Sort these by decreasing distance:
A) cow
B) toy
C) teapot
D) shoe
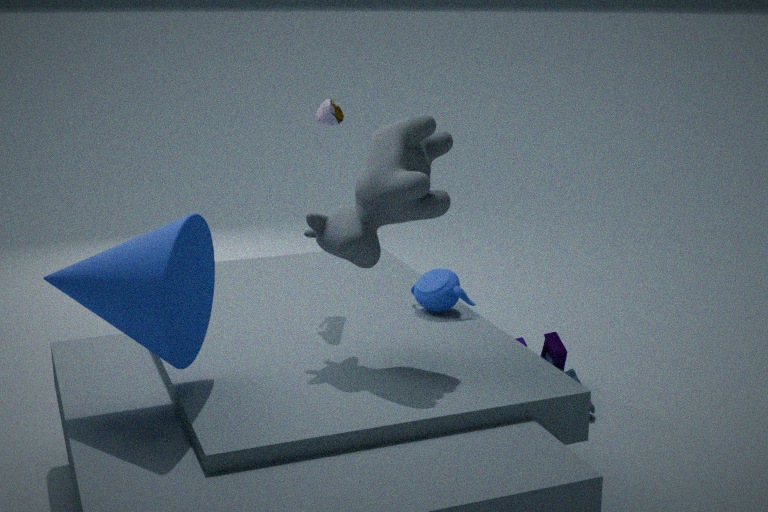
1. toy
2. teapot
3. shoe
4. cow
